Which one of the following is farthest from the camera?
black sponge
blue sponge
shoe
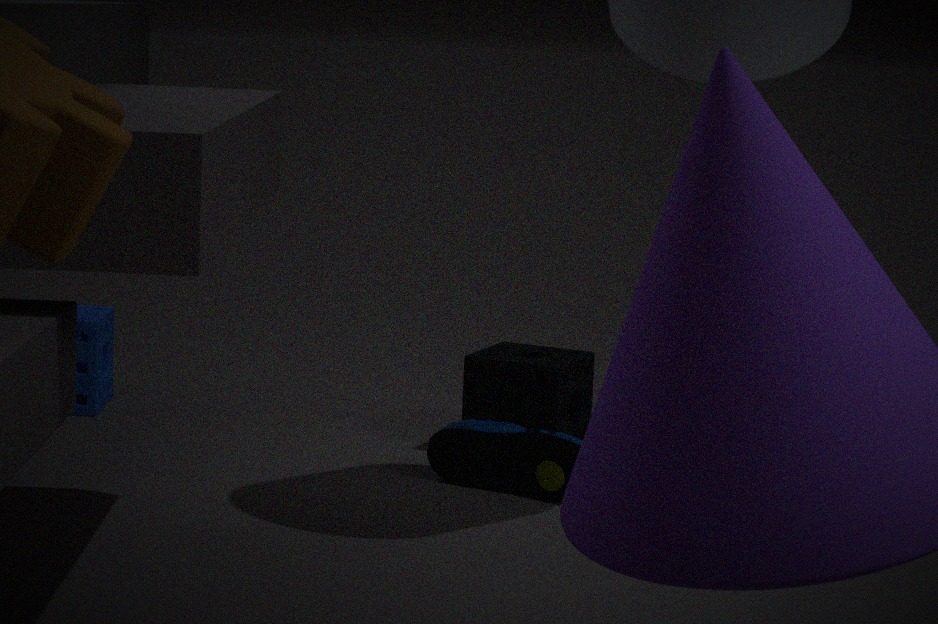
blue sponge
